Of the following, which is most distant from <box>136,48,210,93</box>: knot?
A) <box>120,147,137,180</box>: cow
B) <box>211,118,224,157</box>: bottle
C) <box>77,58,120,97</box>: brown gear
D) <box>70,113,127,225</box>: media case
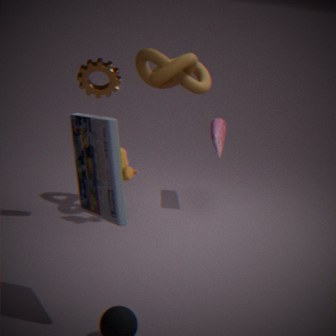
<box>70,113,127,225</box>: media case
